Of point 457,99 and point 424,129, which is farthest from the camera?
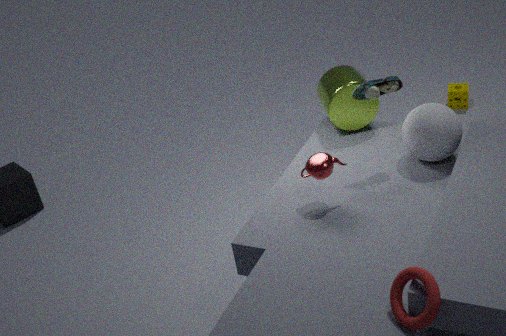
point 457,99
